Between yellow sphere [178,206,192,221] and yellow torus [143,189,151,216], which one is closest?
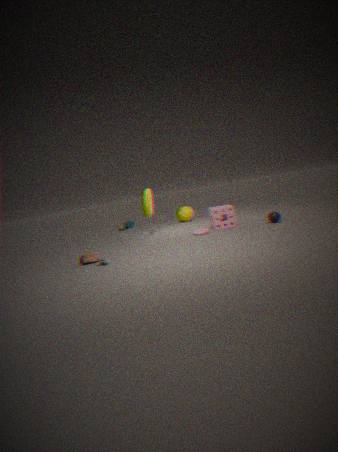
yellow torus [143,189,151,216]
